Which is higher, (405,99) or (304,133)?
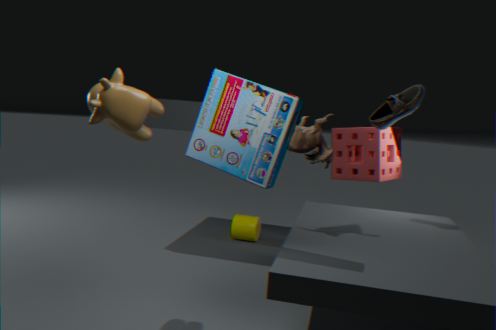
(405,99)
